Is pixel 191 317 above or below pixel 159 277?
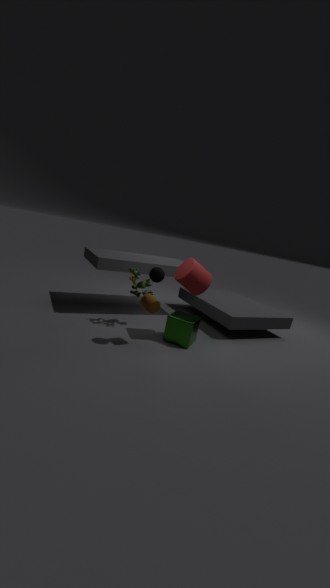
below
